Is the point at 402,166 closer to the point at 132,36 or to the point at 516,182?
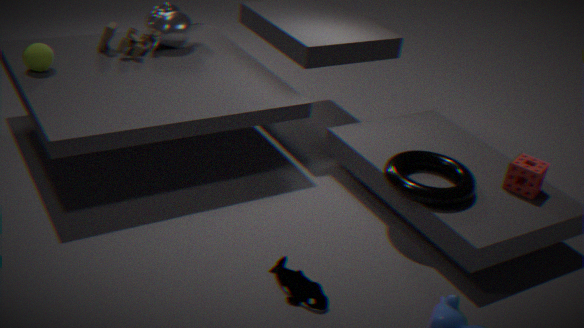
the point at 516,182
